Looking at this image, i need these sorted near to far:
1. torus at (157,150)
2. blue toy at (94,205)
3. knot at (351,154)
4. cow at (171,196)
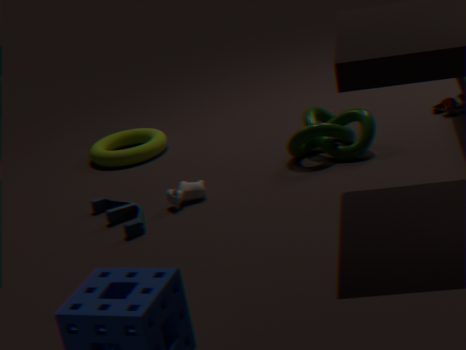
1. blue toy at (94,205)
2. cow at (171,196)
3. knot at (351,154)
4. torus at (157,150)
